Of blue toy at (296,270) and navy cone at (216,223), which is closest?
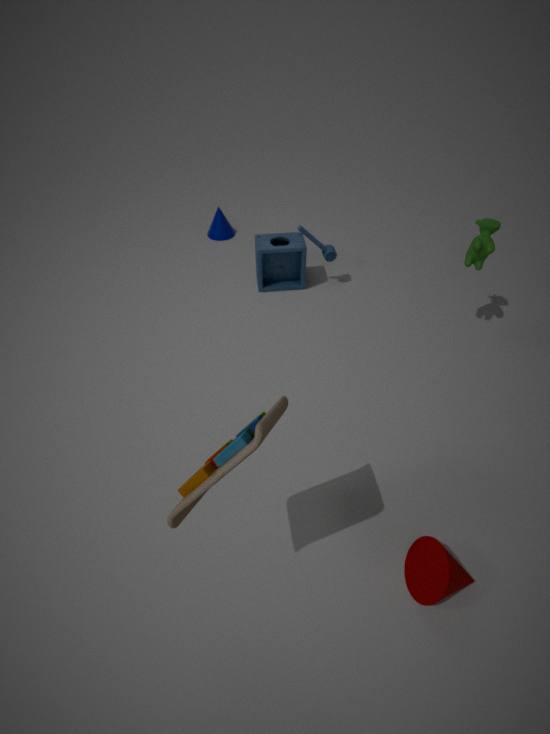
blue toy at (296,270)
